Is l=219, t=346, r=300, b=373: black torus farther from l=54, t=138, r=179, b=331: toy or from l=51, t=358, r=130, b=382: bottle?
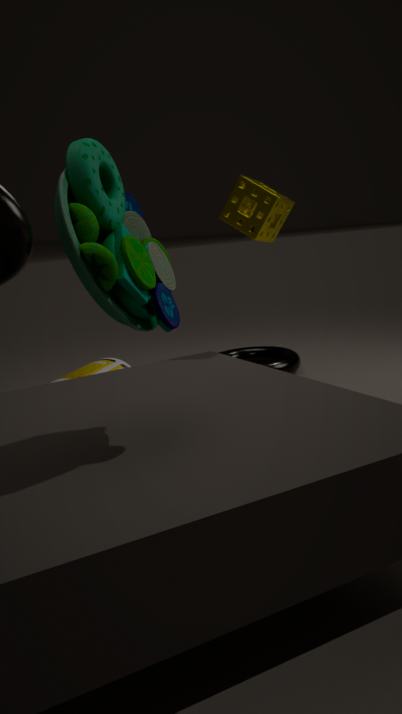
l=54, t=138, r=179, b=331: toy
